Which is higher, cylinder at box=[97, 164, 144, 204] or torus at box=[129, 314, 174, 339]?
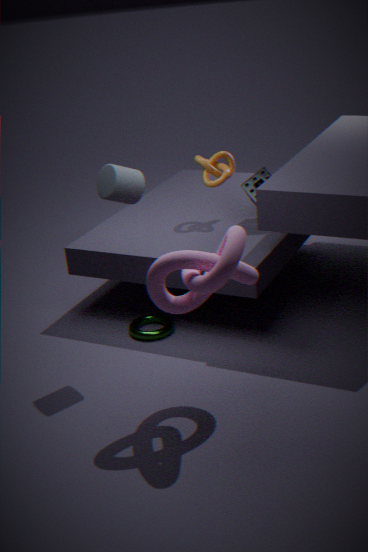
cylinder at box=[97, 164, 144, 204]
